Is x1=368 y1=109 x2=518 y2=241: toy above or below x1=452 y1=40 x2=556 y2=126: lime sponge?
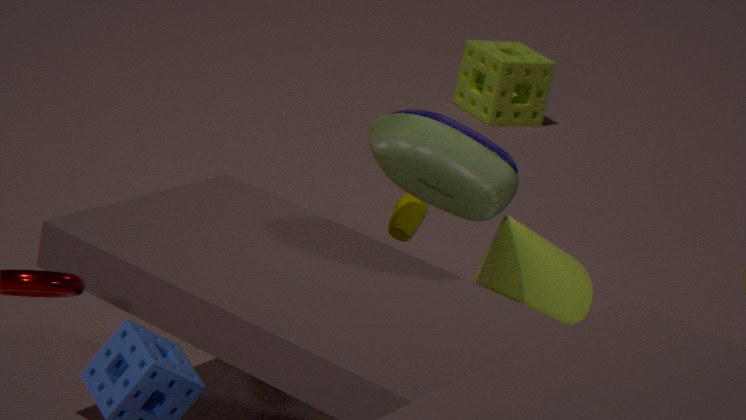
above
